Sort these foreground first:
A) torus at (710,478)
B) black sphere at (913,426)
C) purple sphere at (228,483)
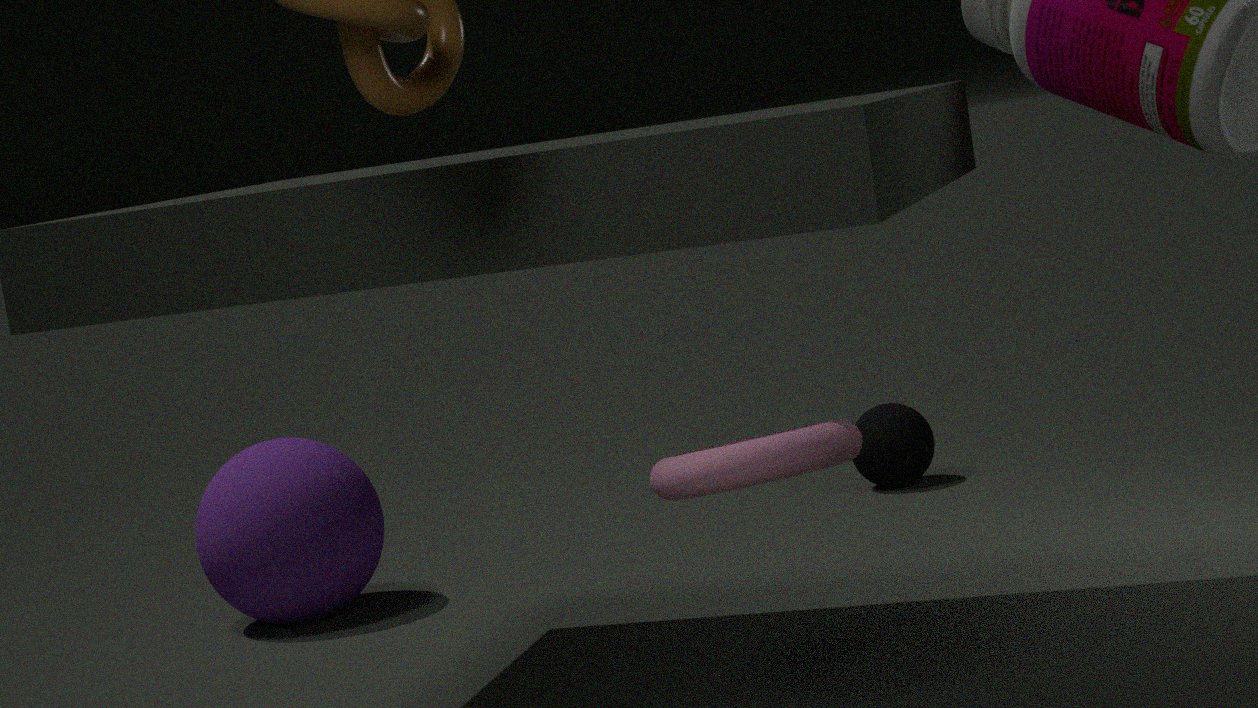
torus at (710,478) → purple sphere at (228,483) → black sphere at (913,426)
